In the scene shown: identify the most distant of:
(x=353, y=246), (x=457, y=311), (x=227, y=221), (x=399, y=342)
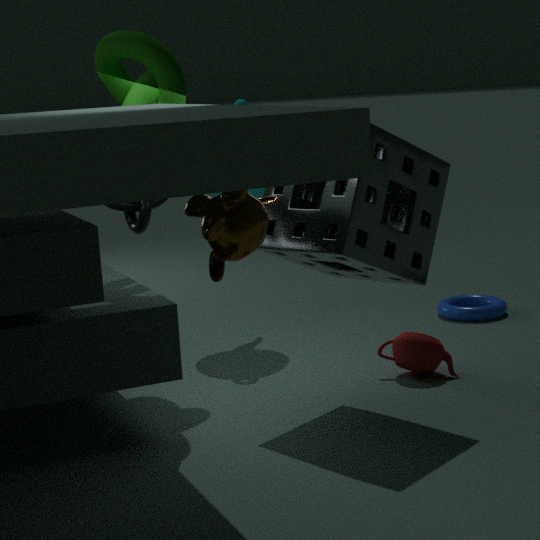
(x=457, y=311)
